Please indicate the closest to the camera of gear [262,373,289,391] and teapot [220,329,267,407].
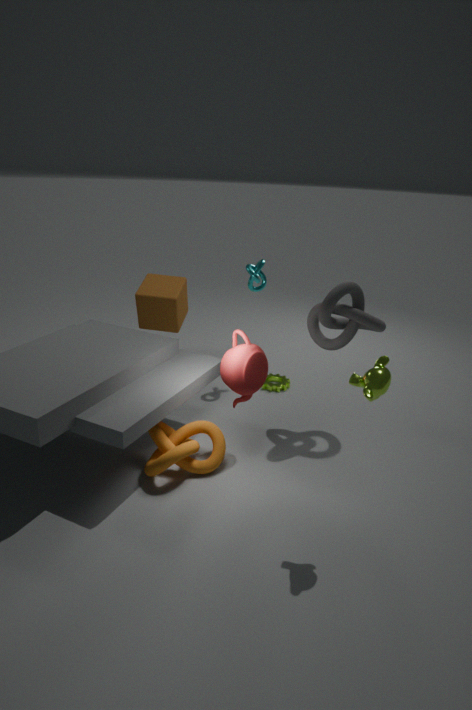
teapot [220,329,267,407]
